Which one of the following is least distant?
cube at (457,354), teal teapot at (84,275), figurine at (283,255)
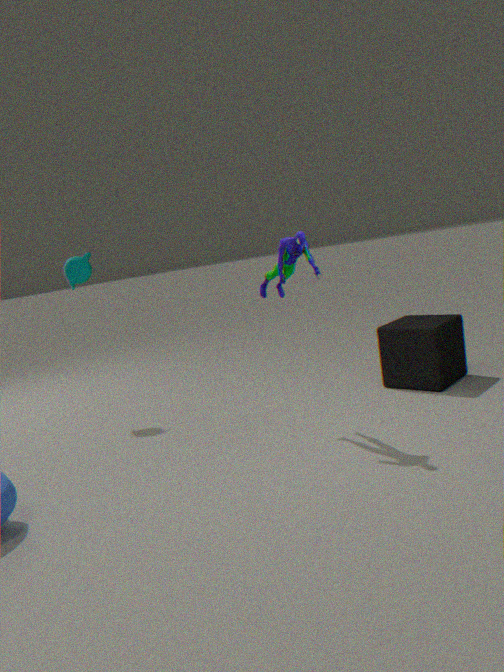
figurine at (283,255)
